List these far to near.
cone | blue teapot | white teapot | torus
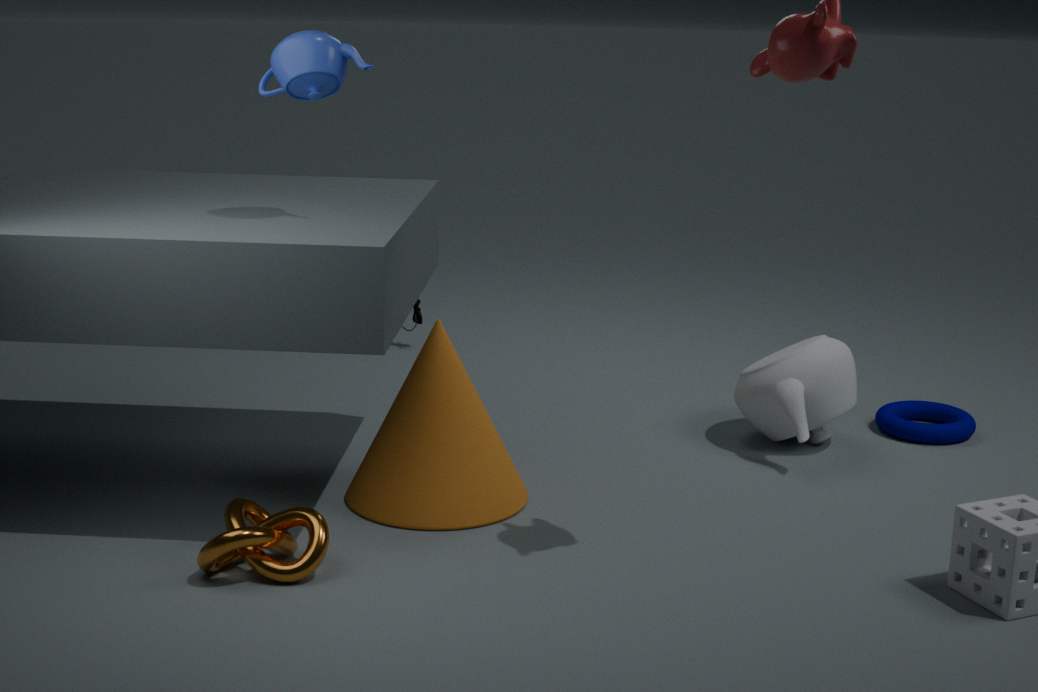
torus, white teapot, cone, blue teapot
